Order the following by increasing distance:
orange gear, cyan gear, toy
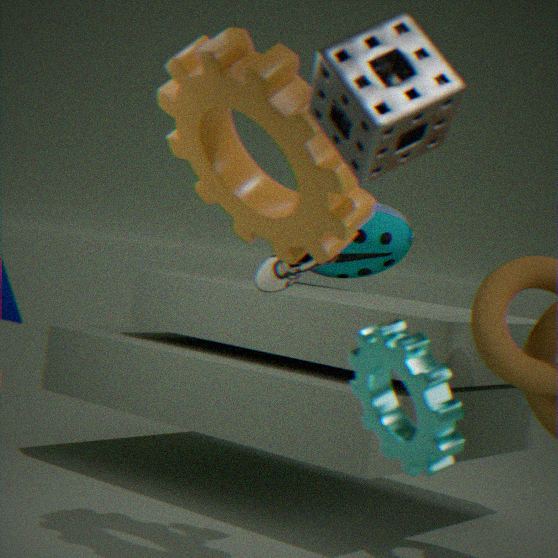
cyan gear
orange gear
toy
